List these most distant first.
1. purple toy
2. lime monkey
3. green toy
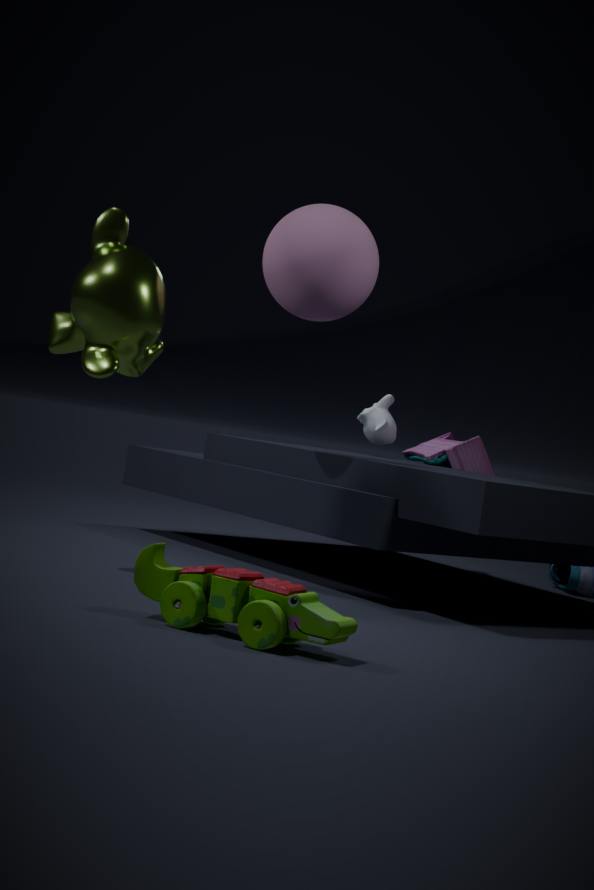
1. purple toy
2. lime monkey
3. green toy
